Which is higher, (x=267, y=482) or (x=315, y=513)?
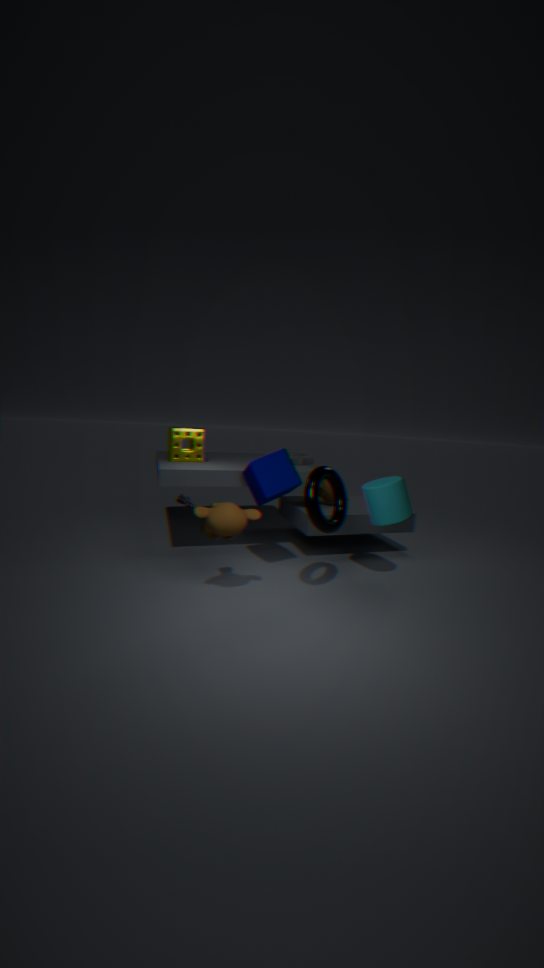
(x=267, y=482)
